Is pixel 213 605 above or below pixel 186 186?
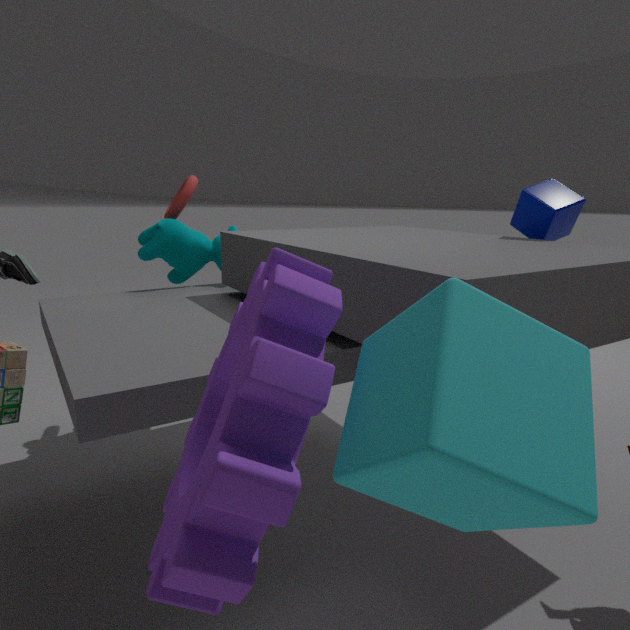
below
